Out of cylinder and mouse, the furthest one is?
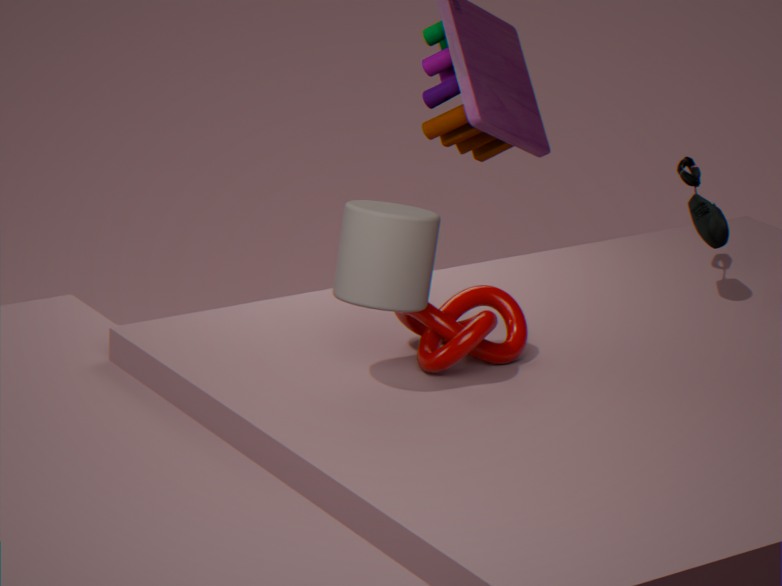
mouse
